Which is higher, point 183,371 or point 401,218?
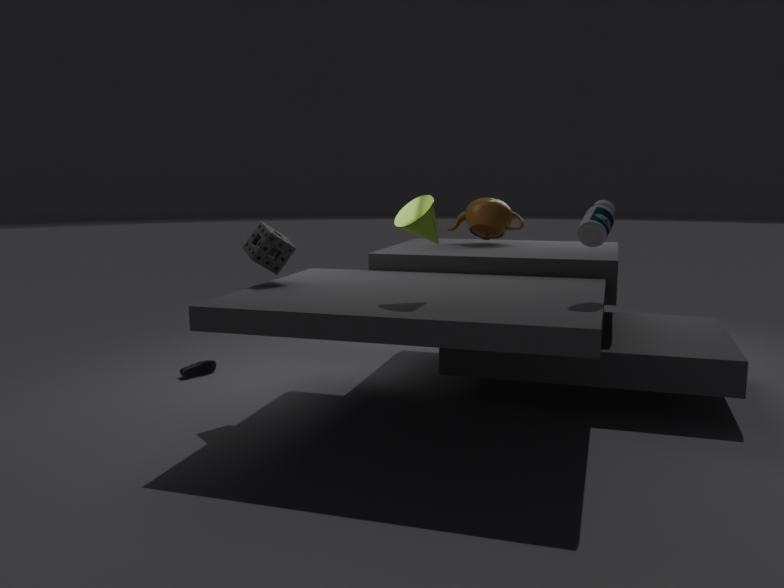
point 401,218
